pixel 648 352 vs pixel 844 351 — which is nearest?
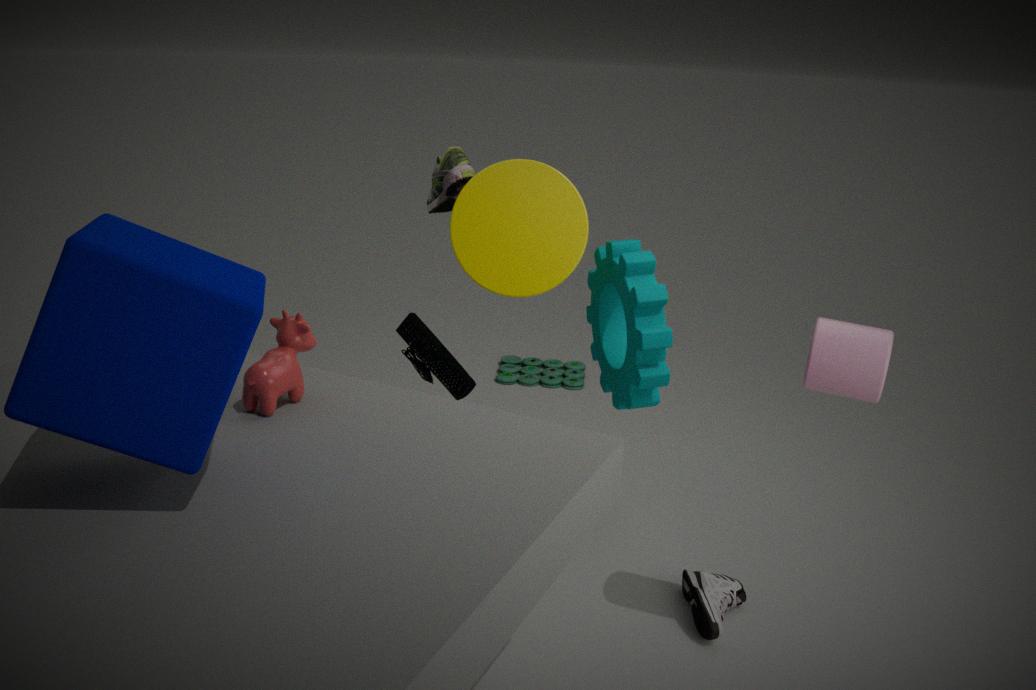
pixel 844 351
